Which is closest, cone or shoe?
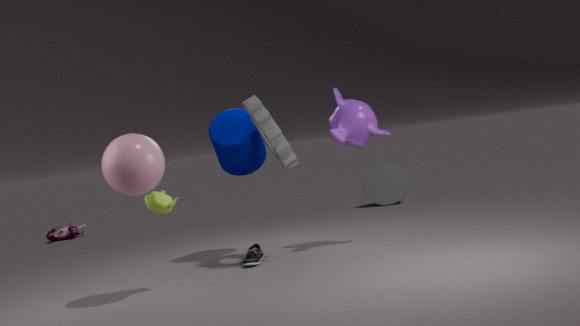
shoe
